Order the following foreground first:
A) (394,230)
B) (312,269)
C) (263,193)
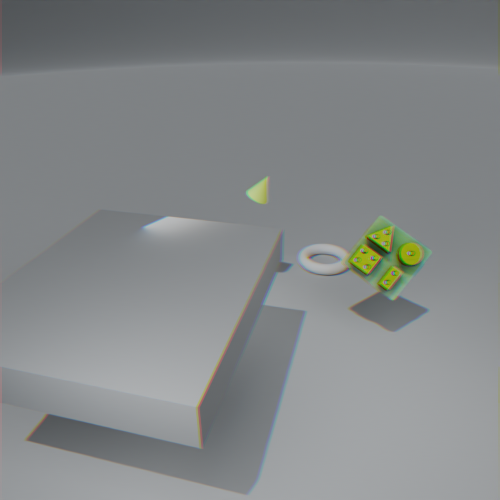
(394,230)
(263,193)
(312,269)
